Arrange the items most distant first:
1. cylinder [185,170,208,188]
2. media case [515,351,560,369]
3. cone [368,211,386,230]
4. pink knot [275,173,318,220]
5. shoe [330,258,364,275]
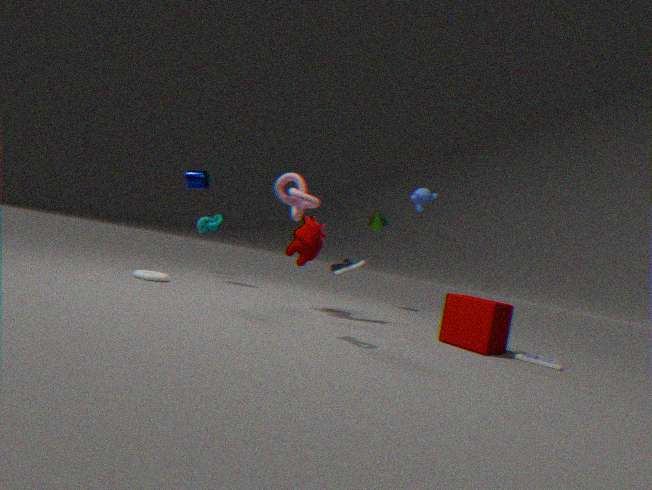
cone [368,211,386,230], cylinder [185,170,208,188], shoe [330,258,364,275], media case [515,351,560,369], pink knot [275,173,318,220]
